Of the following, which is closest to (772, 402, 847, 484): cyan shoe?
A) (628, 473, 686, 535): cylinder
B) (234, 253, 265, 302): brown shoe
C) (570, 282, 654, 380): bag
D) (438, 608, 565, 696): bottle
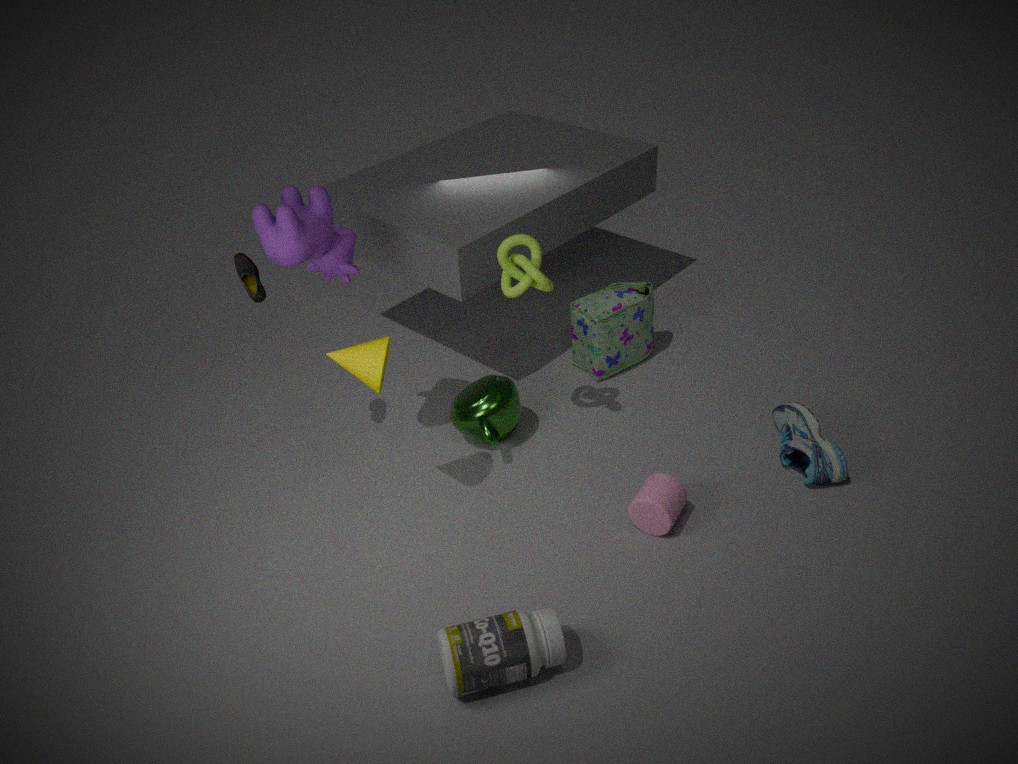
(628, 473, 686, 535): cylinder
